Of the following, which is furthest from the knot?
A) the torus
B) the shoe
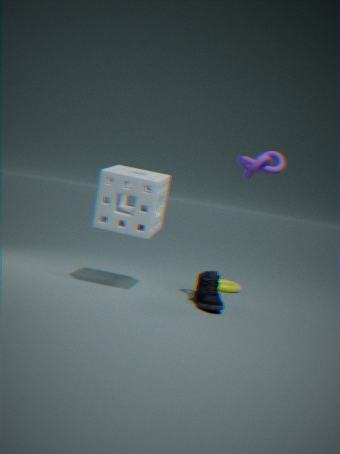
the torus
